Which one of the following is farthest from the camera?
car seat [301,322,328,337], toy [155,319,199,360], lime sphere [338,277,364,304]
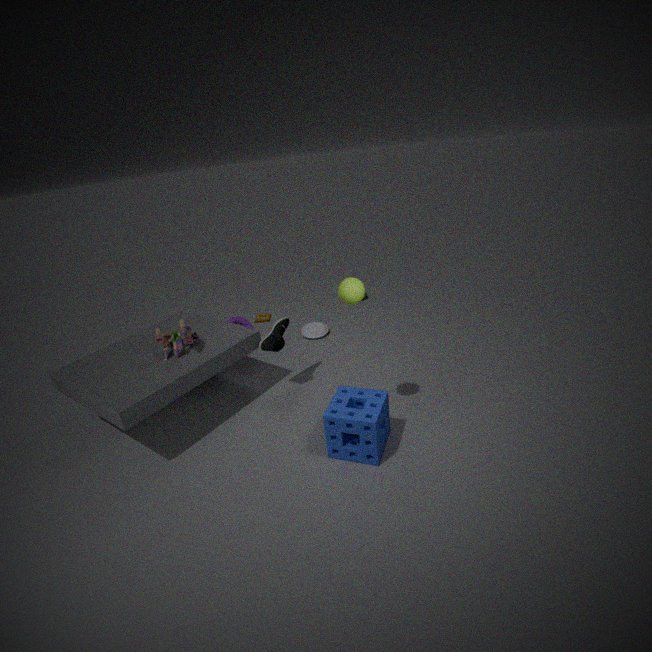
car seat [301,322,328,337]
